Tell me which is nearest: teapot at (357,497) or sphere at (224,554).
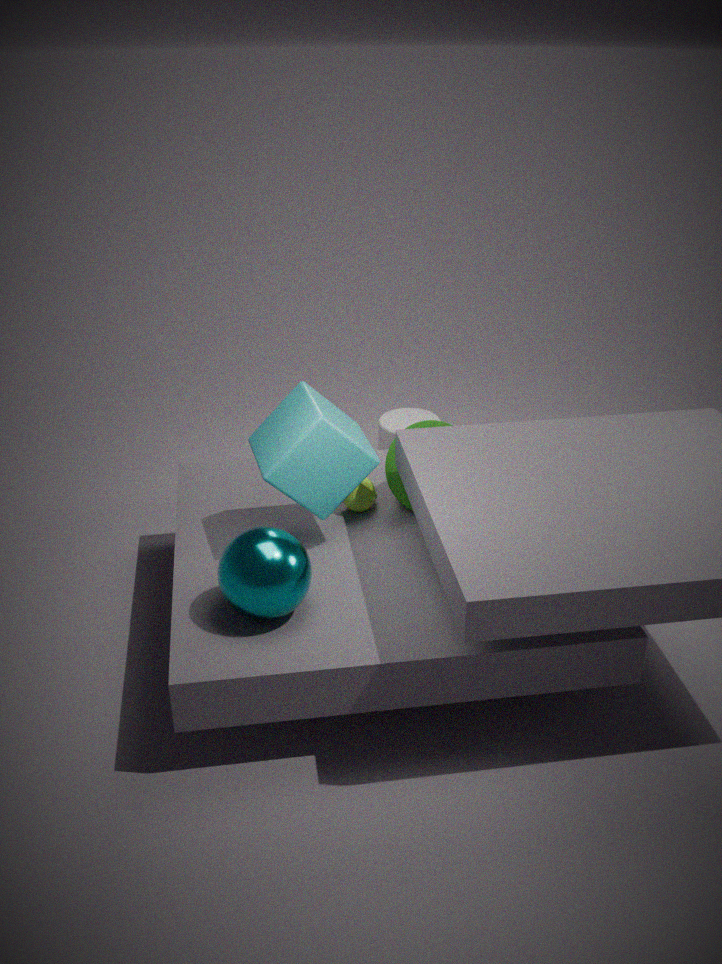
sphere at (224,554)
